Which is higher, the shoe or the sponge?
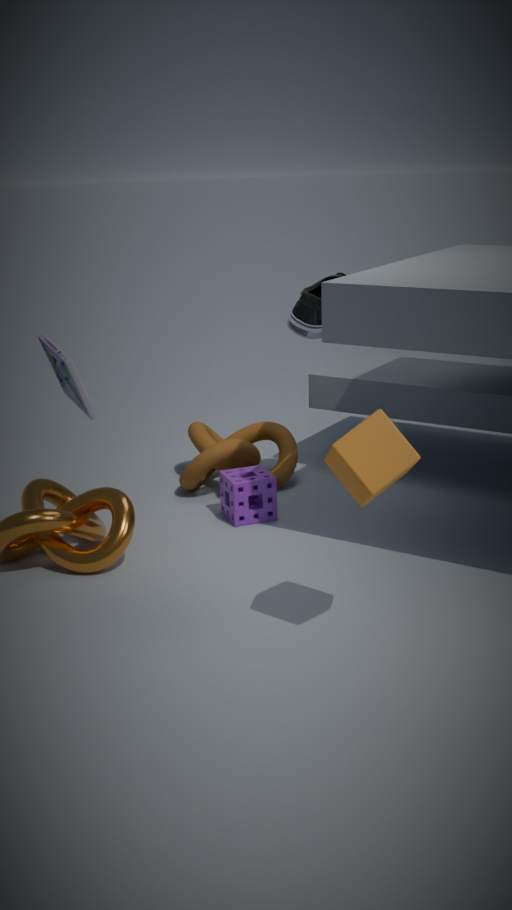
the shoe
